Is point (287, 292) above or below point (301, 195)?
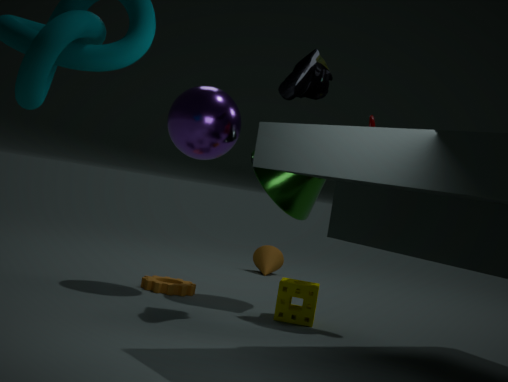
below
